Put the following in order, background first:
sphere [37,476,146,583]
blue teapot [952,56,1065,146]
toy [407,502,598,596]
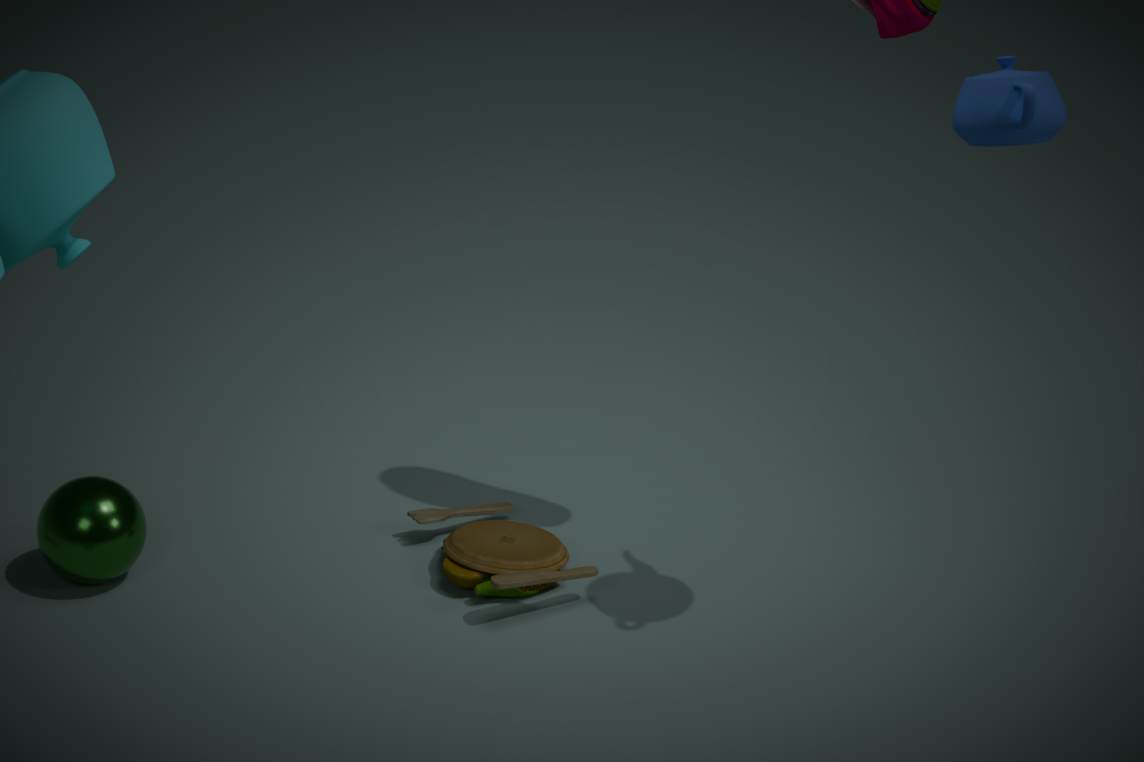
toy [407,502,598,596], sphere [37,476,146,583], blue teapot [952,56,1065,146]
